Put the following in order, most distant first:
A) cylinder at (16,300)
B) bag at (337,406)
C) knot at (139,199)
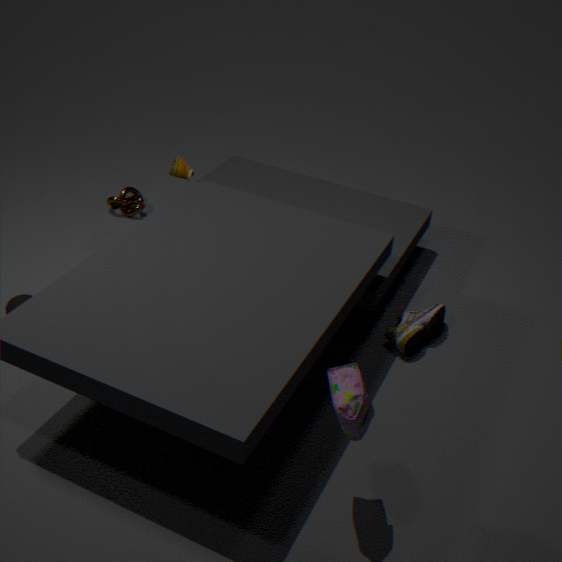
knot at (139,199)
cylinder at (16,300)
bag at (337,406)
